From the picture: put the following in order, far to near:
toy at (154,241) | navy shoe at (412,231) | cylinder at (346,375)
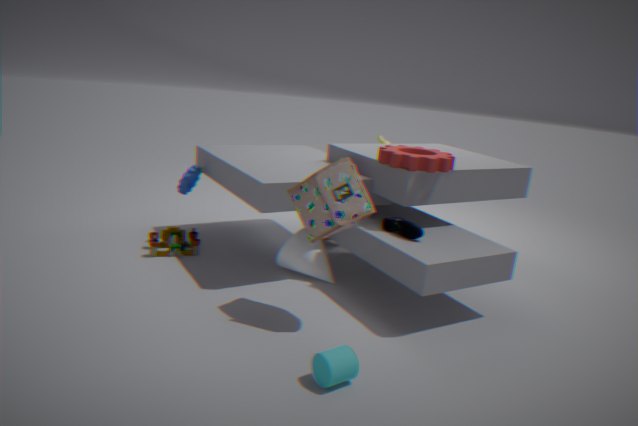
toy at (154,241)
navy shoe at (412,231)
cylinder at (346,375)
